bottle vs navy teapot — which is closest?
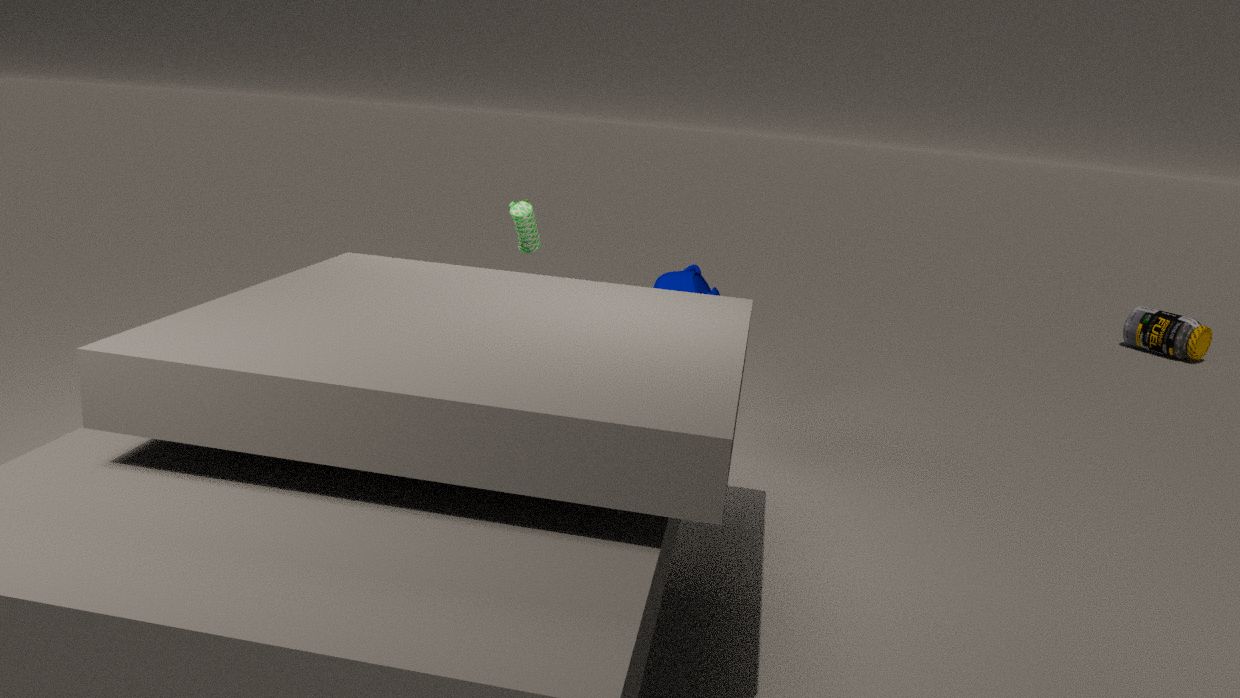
navy teapot
